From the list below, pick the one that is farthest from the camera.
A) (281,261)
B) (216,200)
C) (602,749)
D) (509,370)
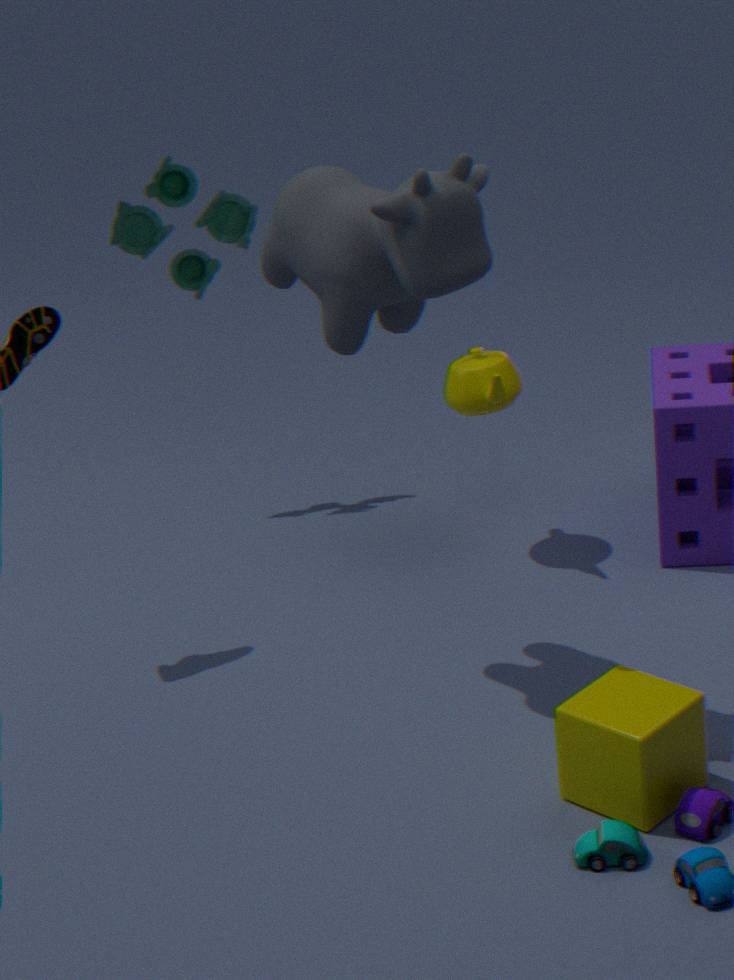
(216,200)
